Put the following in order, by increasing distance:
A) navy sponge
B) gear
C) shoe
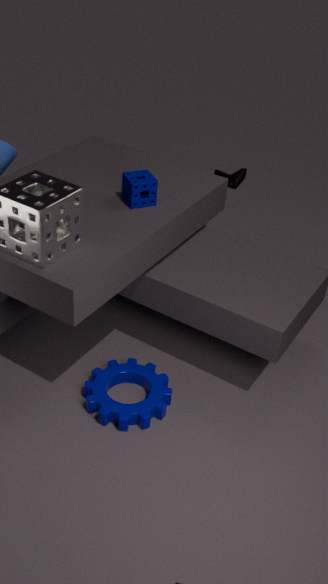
gear → navy sponge → shoe
